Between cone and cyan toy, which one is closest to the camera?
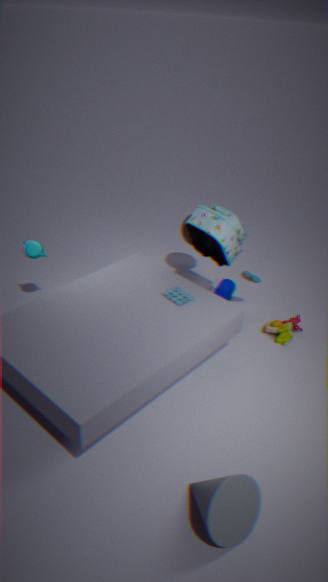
cone
